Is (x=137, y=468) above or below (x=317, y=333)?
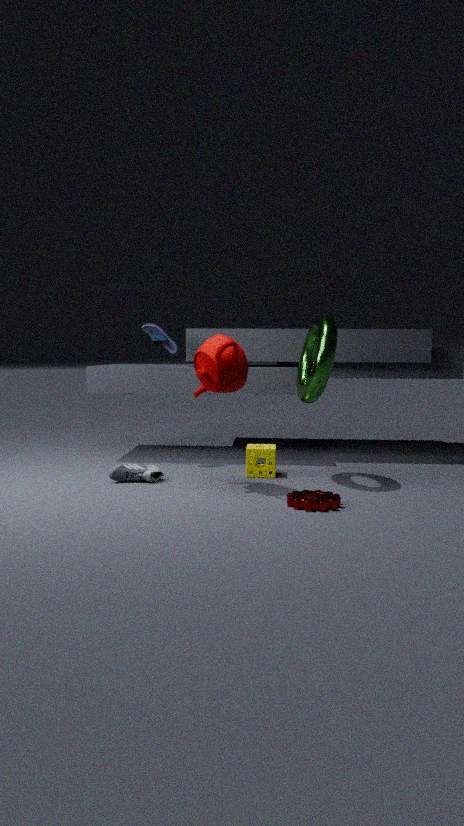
below
